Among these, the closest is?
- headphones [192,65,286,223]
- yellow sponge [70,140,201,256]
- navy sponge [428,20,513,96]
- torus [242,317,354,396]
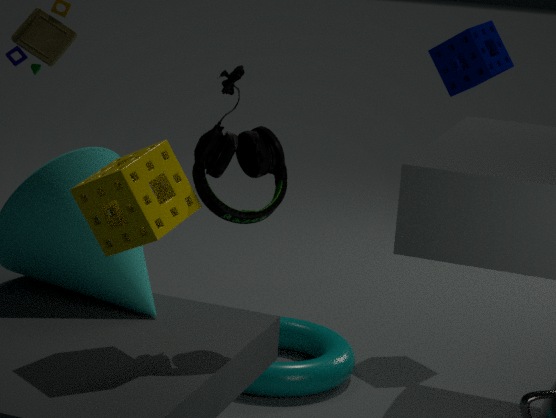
yellow sponge [70,140,201,256]
